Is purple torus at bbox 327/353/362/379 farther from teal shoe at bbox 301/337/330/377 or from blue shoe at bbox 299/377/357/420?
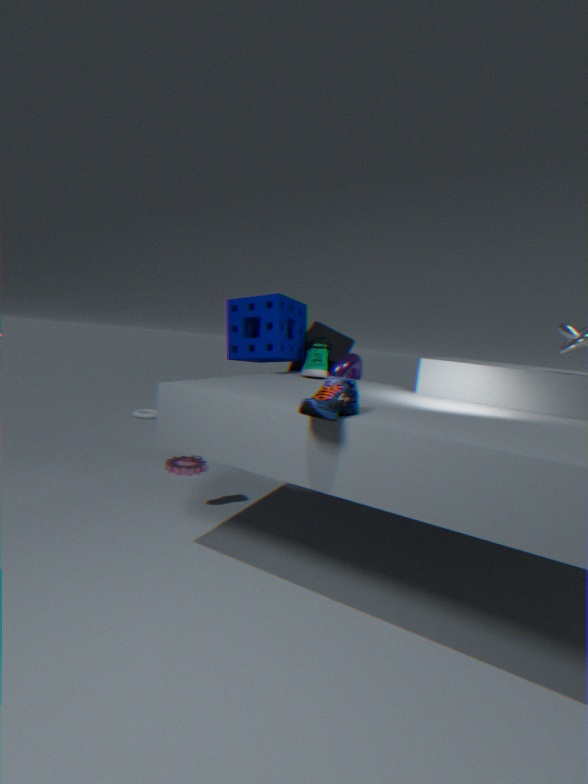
blue shoe at bbox 299/377/357/420
